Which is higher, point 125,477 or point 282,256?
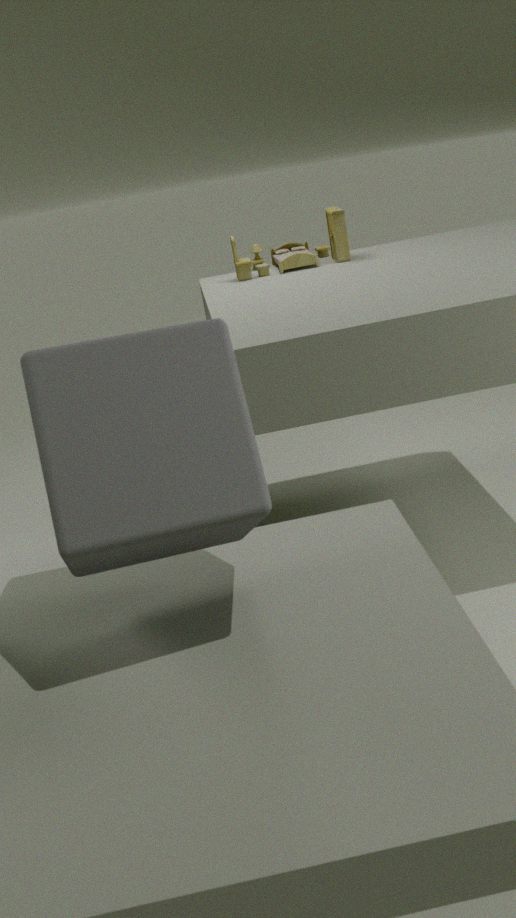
point 282,256
